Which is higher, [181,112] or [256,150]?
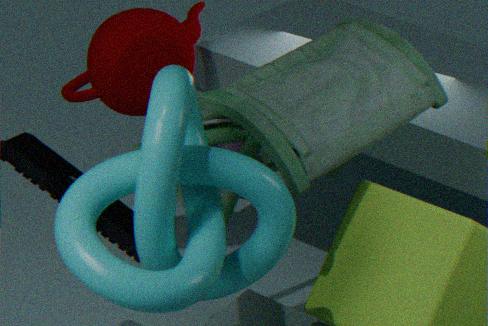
[181,112]
